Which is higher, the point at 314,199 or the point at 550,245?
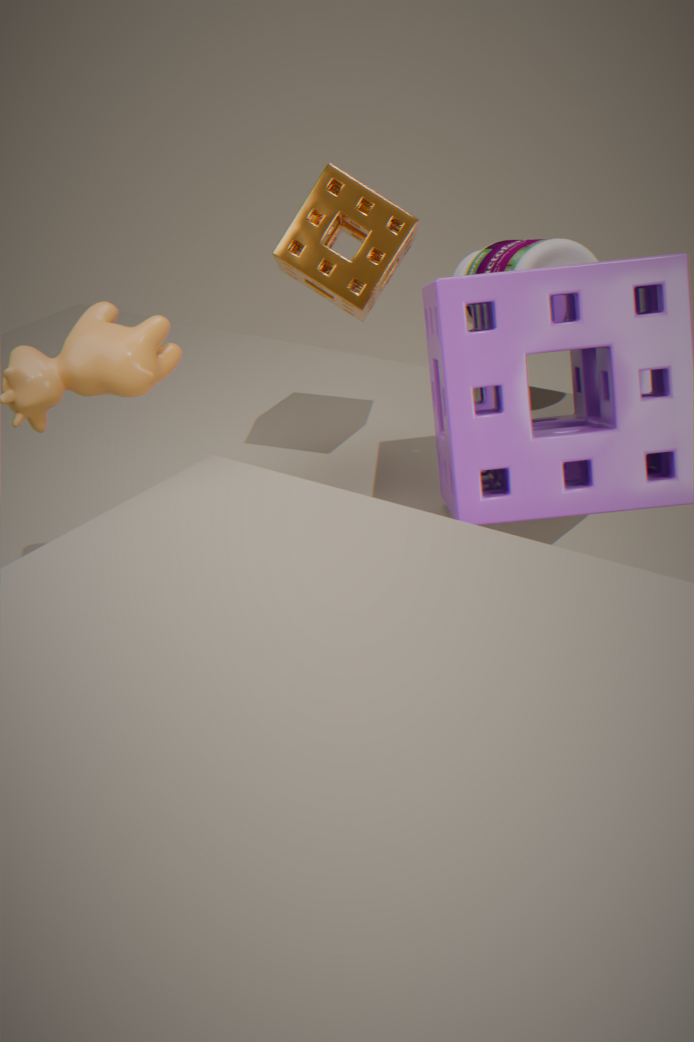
the point at 314,199
